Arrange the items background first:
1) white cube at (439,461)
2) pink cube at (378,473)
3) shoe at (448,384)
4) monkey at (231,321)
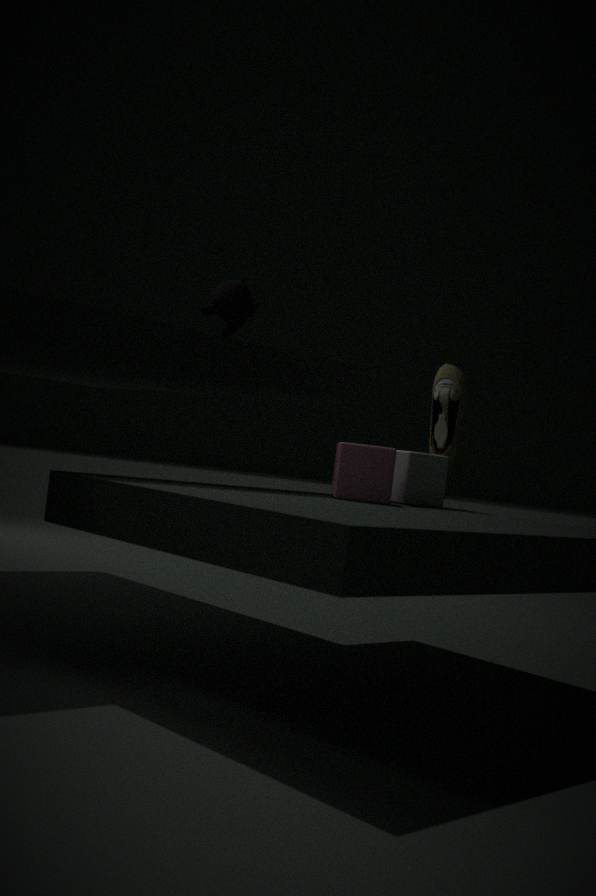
3. shoe at (448,384)
1. white cube at (439,461)
4. monkey at (231,321)
2. pink cube at (378,473)
